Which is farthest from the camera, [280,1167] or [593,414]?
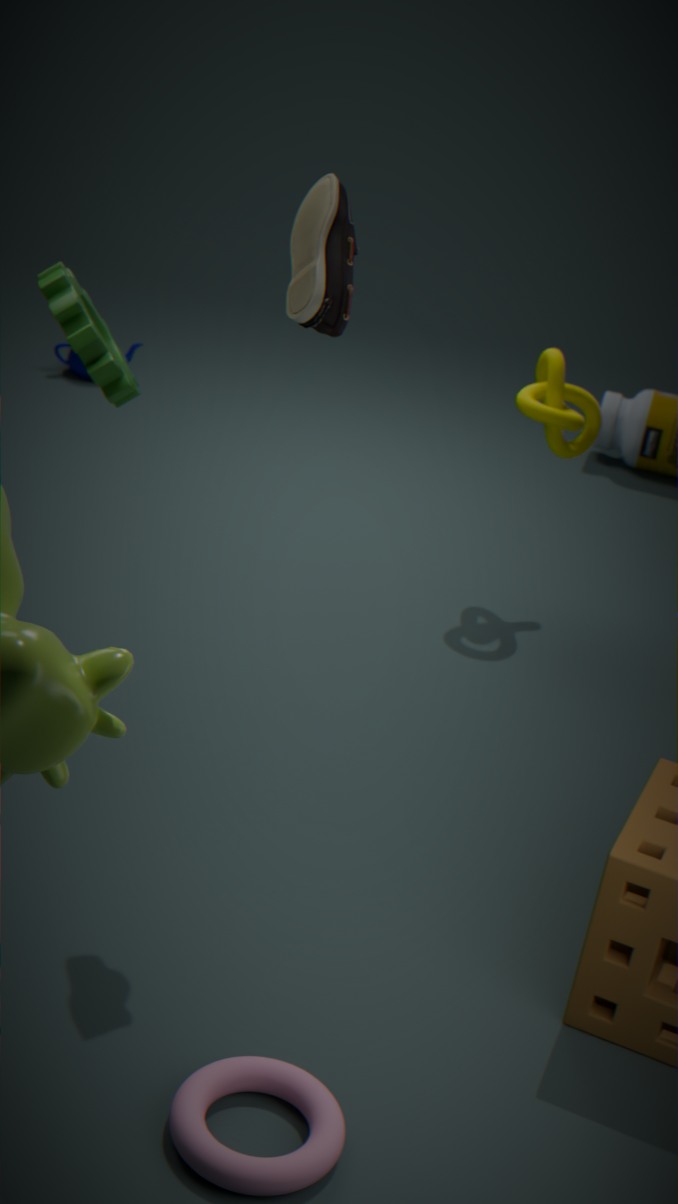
[593,414]
